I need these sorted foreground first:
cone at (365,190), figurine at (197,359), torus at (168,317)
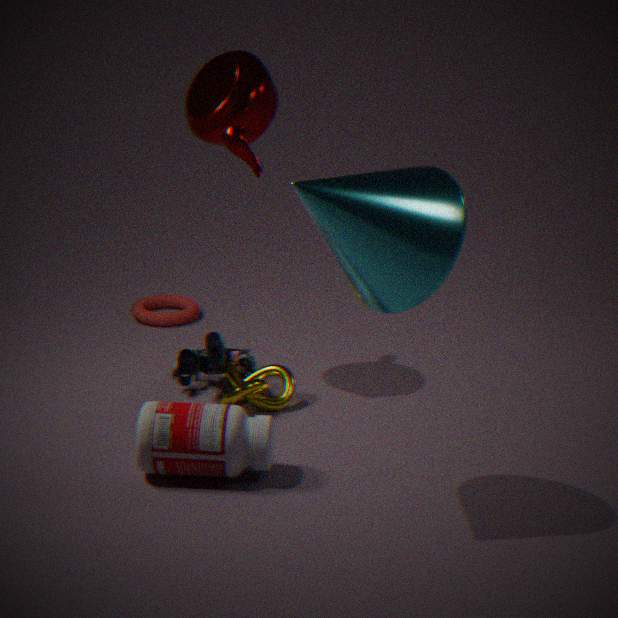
cone at (365,190) < figurine at (197,359) < torus at (168,317)
